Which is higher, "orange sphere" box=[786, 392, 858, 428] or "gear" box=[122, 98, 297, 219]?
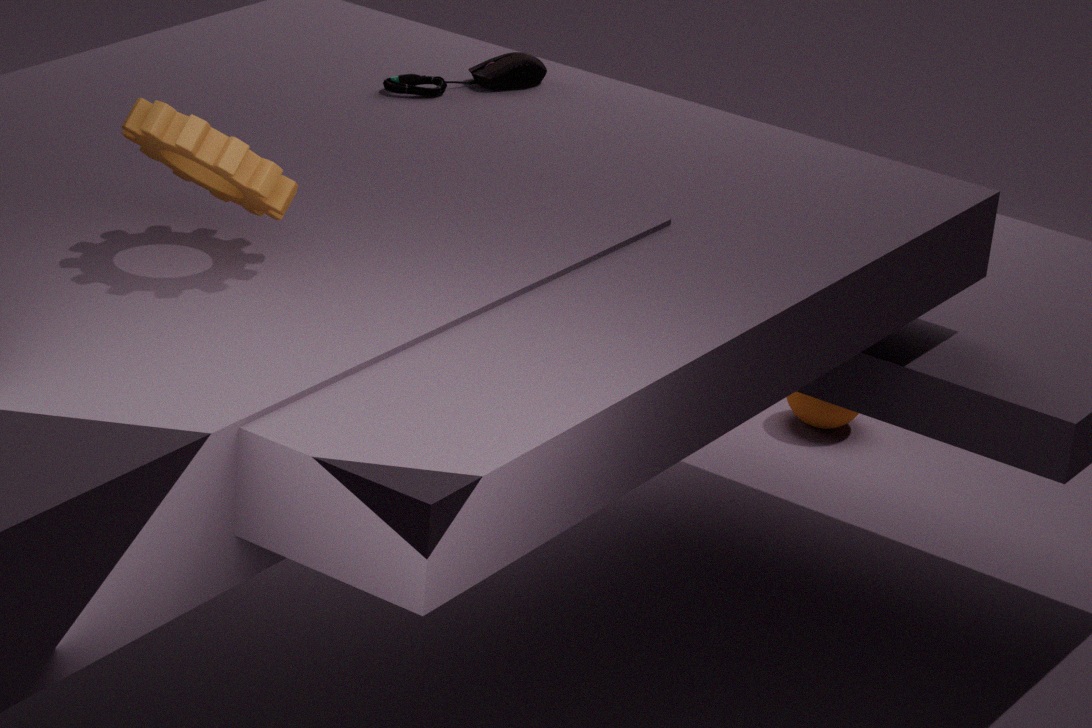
"gear" box=[122, 98, 297, 219]
